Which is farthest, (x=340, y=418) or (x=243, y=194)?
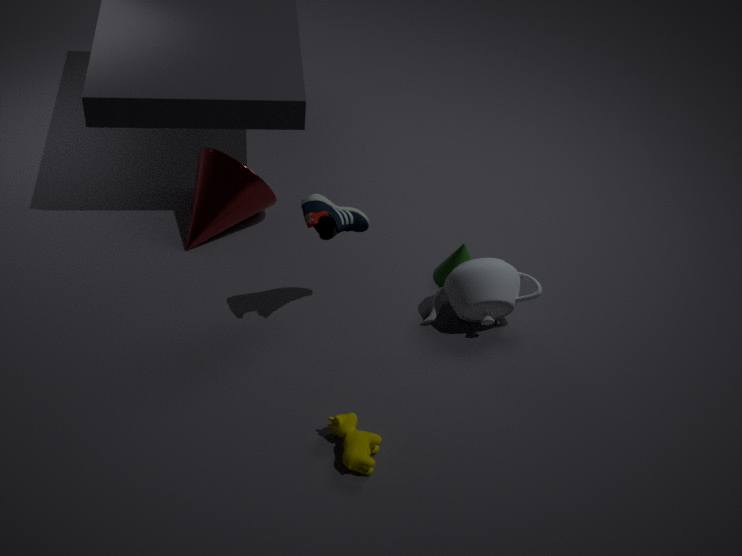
(x=243, y=194)
